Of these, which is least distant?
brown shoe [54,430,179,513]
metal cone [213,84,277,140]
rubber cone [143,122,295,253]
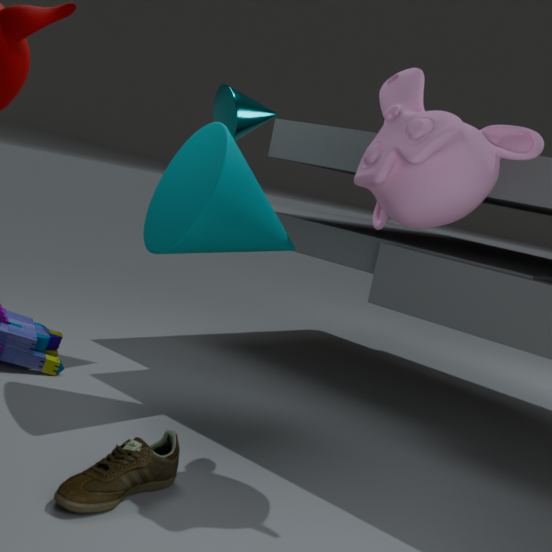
brown shoe [54,430,179,513]
